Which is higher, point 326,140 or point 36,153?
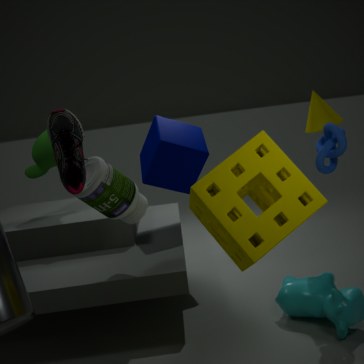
point 36,153
